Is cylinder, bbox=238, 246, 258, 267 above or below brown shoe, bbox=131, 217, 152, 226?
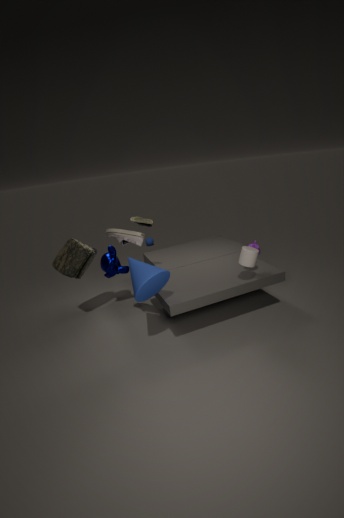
below
